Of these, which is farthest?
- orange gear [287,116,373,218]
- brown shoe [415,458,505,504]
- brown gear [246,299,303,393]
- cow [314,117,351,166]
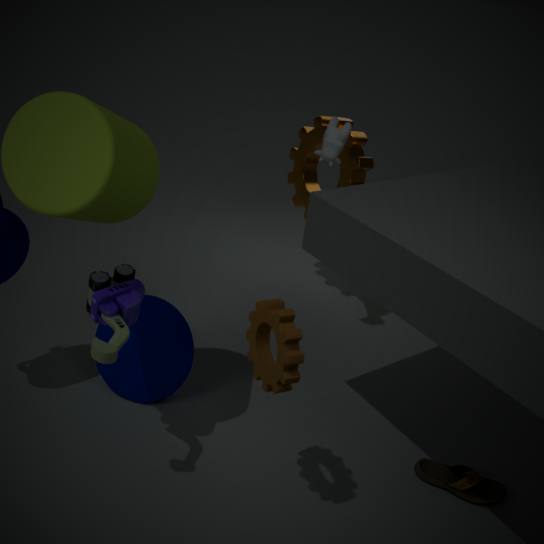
orange gear [287,116,373,218]
